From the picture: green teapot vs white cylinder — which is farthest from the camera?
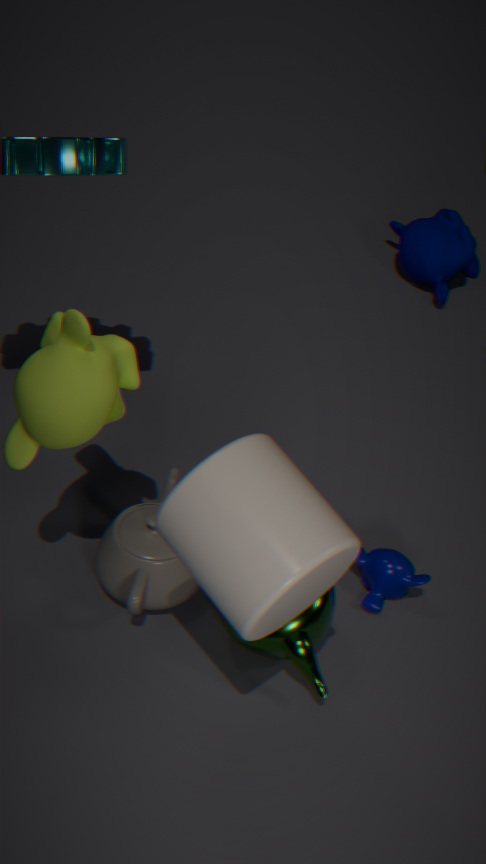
green teapot
